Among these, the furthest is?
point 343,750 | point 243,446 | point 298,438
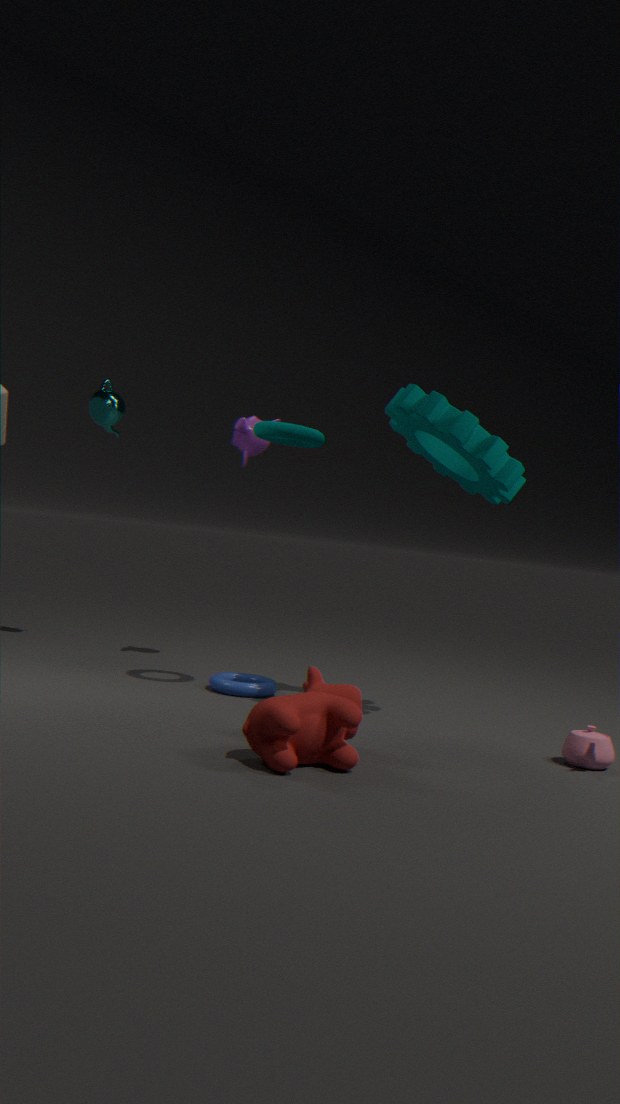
point 243,446
